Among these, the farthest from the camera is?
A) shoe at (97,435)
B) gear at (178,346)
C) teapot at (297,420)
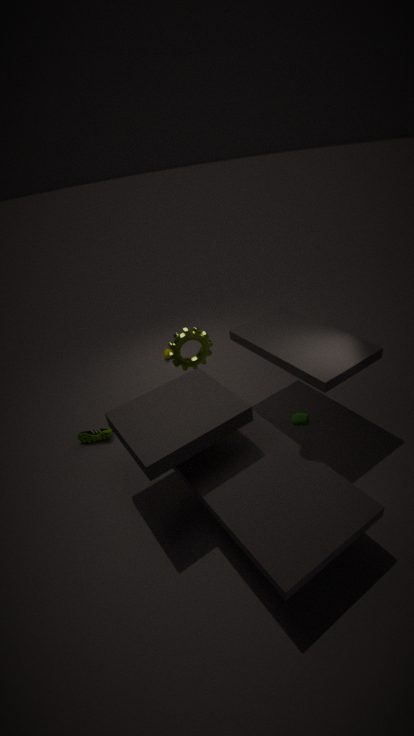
shoe at (97,435)
